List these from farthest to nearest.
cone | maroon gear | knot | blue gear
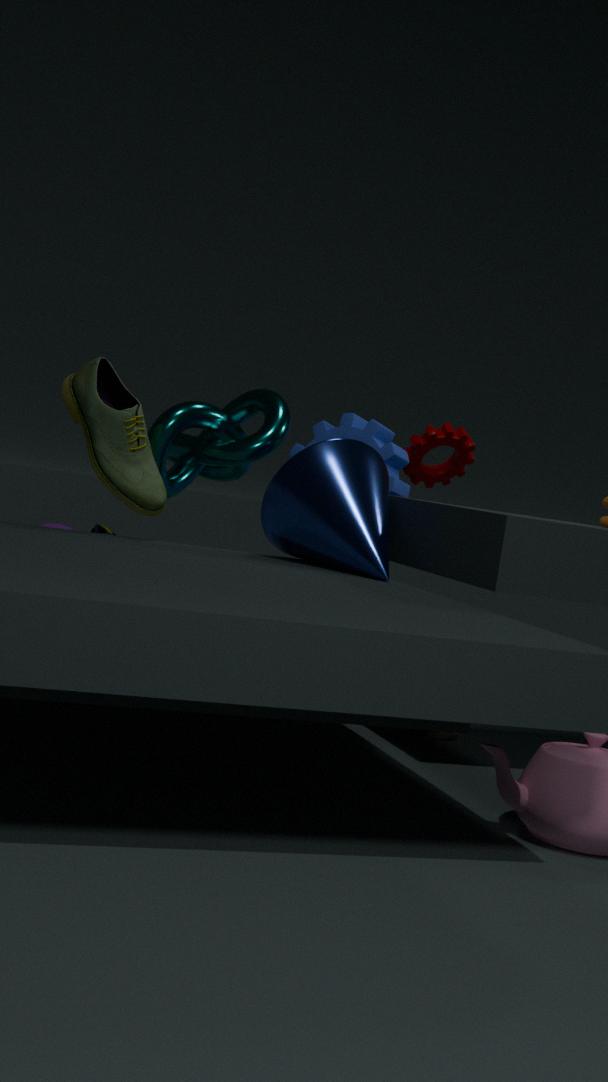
maroon gear < blue gear < knot < cone
